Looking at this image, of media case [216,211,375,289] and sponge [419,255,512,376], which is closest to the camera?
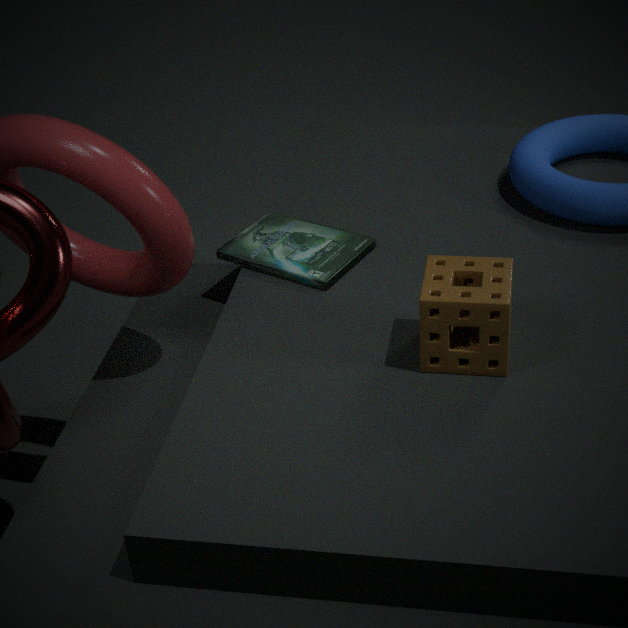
sponge [419,255,512,376]
